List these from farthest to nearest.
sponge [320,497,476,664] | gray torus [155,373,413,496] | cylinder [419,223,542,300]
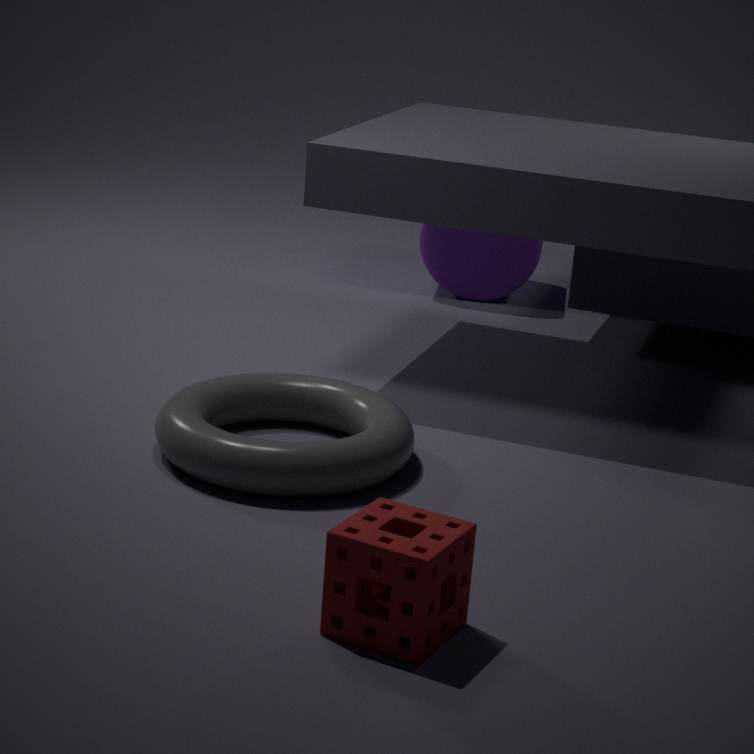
cylinder [419,223,542,300] → gray torus [155,373,413,496] → sponge [320,497,476,664]
